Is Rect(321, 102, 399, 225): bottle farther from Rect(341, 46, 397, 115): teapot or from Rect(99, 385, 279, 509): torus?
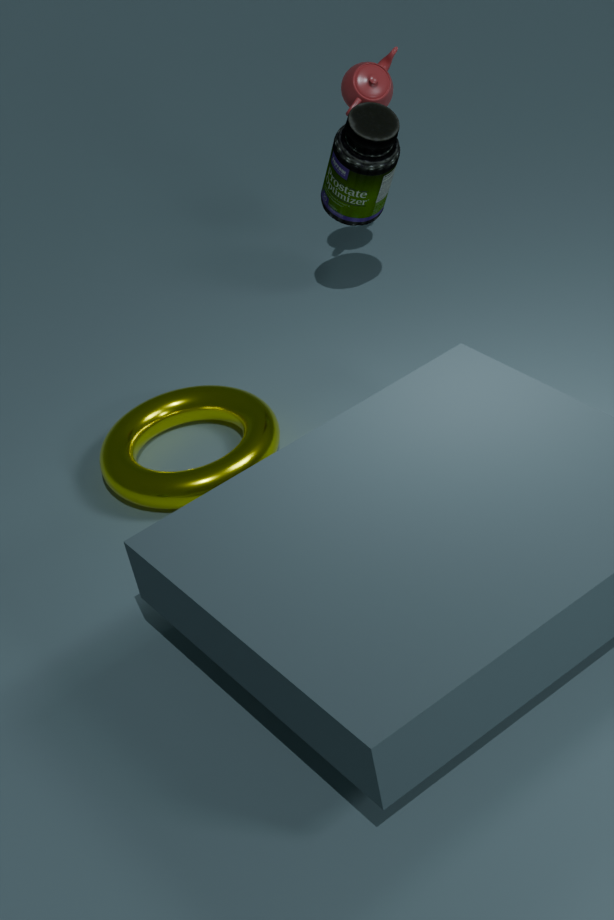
Rect(99, 385, 279, 509): torus
